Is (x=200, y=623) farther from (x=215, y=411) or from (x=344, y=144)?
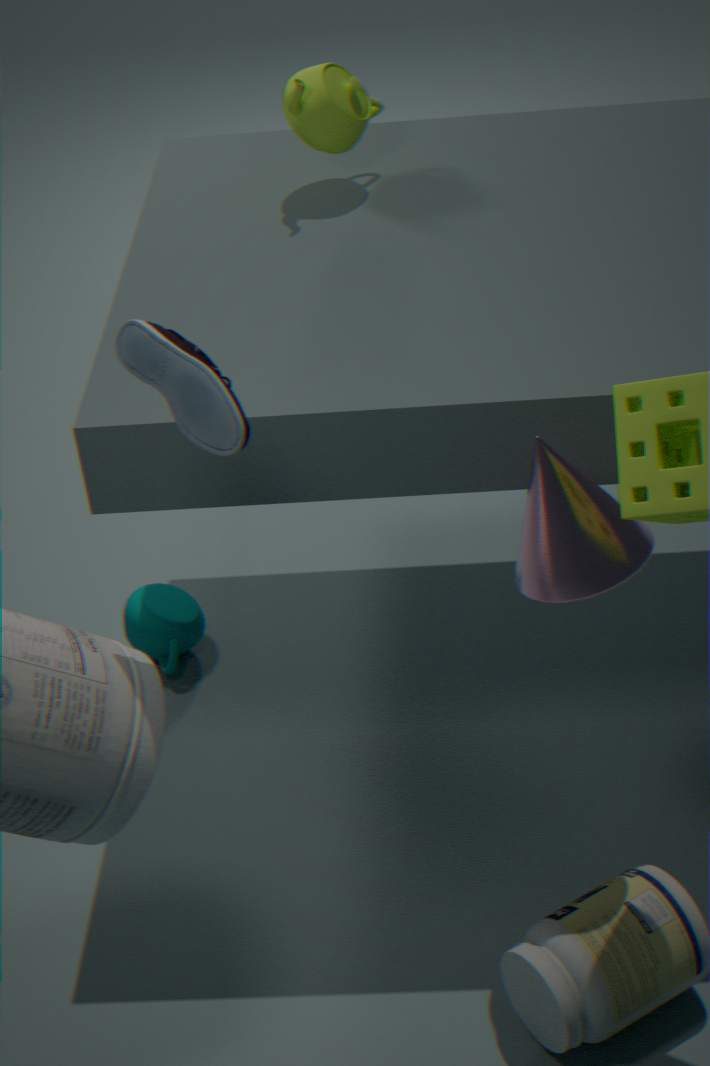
(x=215, y=411)
